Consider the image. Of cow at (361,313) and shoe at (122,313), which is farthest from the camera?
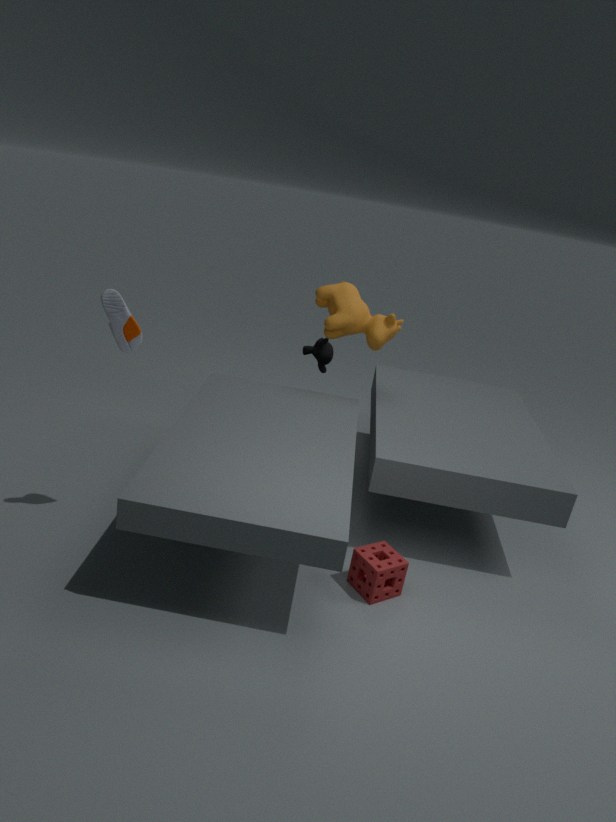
cow at (361,313)
